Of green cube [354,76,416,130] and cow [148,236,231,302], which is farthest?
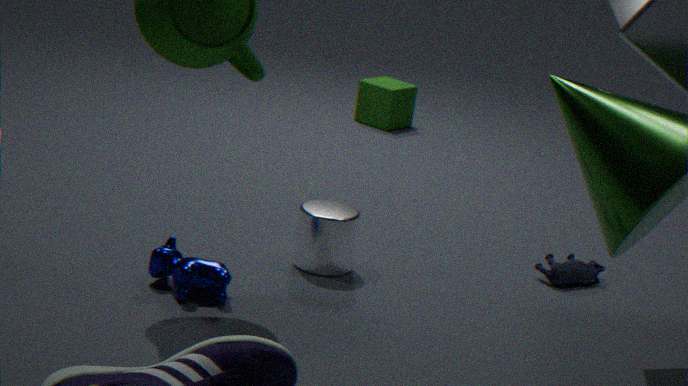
green cube [354,76,416,130]
